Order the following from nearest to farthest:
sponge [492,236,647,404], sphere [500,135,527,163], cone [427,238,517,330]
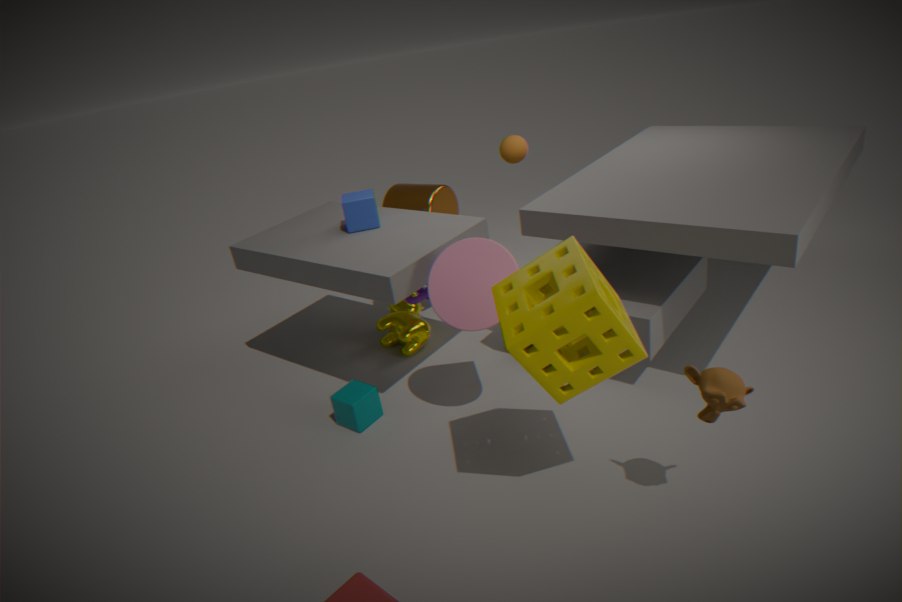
sponge [492,236,647,404] → cone [427,238,517,330] → sphere [500,135,527,163]
